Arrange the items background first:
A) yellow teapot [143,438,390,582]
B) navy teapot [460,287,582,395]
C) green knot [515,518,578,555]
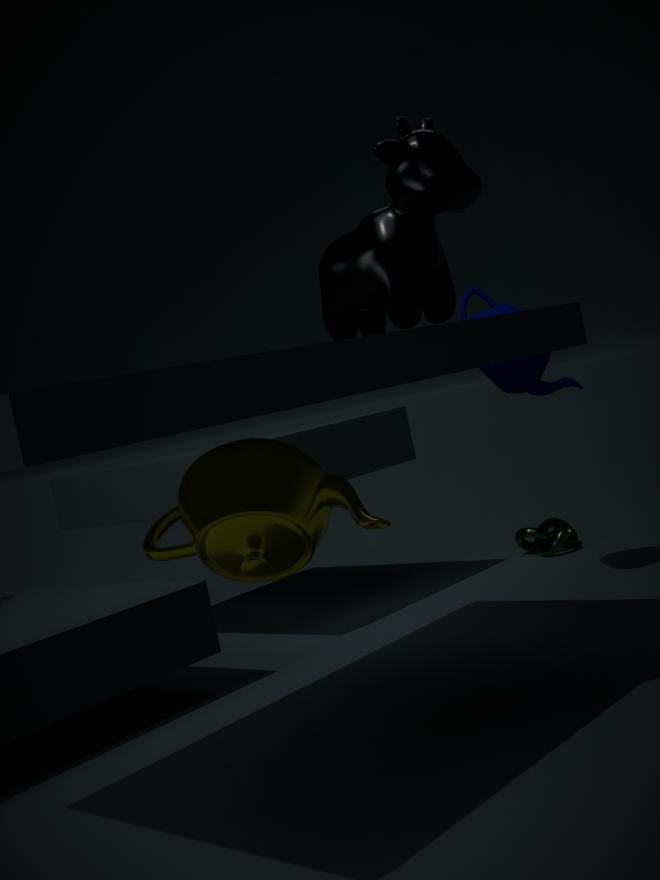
C. green knot [515,518,578,555], B. navy teapot [460,287,582,395], A. yellow teapot [143,438,390,582]
